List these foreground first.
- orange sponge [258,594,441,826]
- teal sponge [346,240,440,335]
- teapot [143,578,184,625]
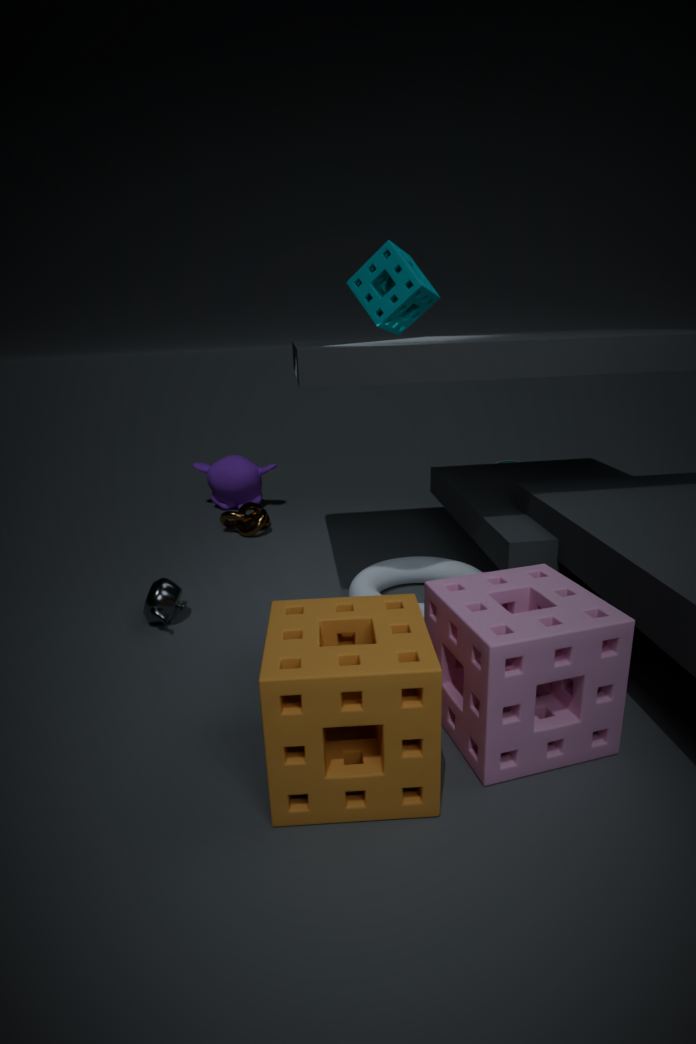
orange sponge [258,594,441,826]
teal sponge [346,240,440,335]
teapot [143,578,184,625]
